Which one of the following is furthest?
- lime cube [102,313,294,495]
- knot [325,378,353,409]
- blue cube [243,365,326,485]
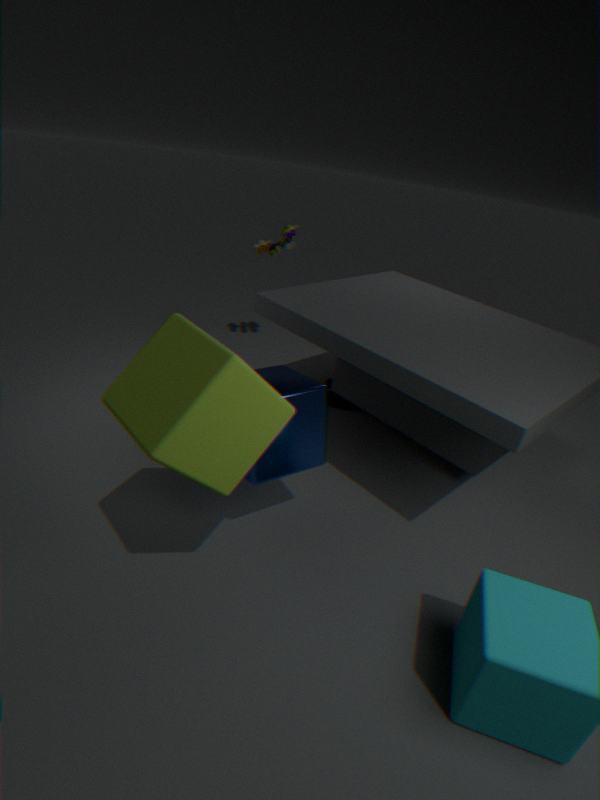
knot [325,378,353,409]
